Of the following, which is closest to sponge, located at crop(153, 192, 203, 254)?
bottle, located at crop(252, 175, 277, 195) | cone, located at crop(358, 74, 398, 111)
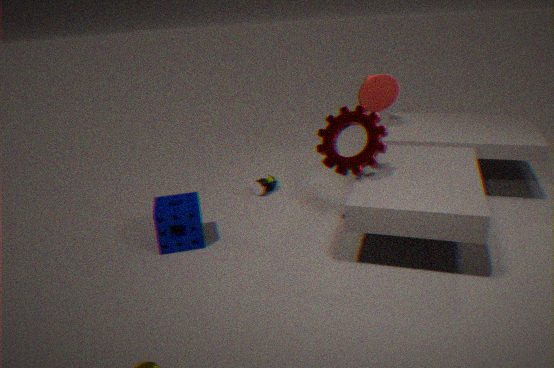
bottle, located at crop(252, 175, 277, 195)
